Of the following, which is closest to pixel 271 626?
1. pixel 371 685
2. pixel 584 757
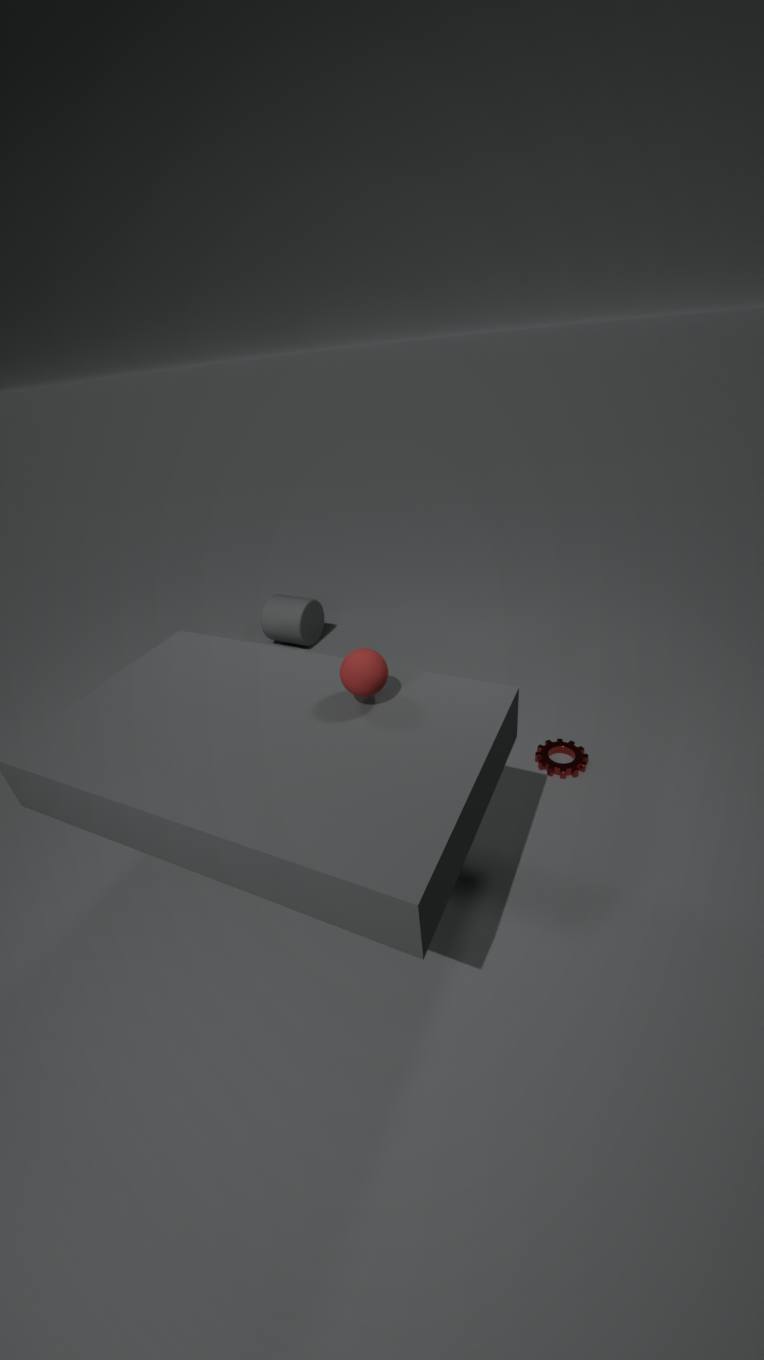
pixel 584 757
